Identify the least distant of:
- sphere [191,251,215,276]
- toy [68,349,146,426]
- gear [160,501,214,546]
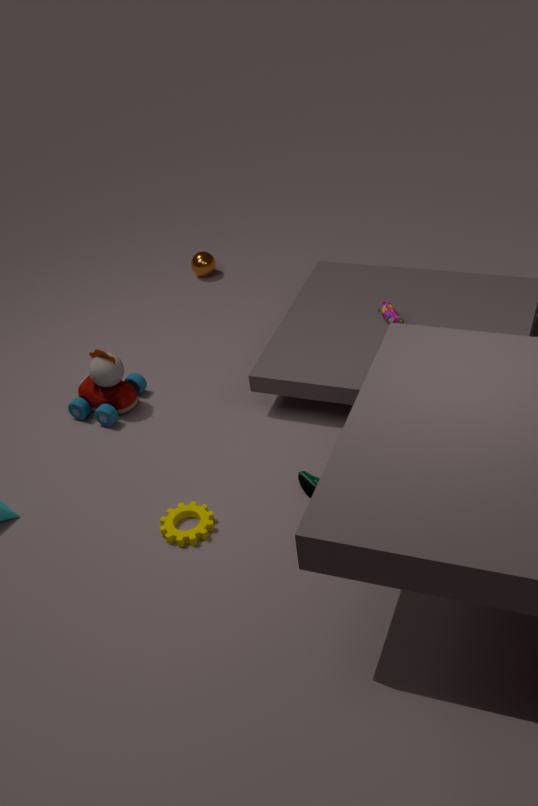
gear [160,501,214,546]
